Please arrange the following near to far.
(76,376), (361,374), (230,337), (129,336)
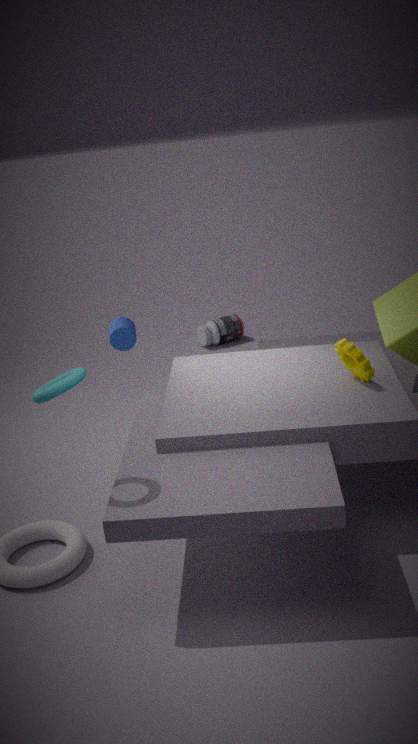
(76,376) < (361,374) < (129,336) < (230,337)
